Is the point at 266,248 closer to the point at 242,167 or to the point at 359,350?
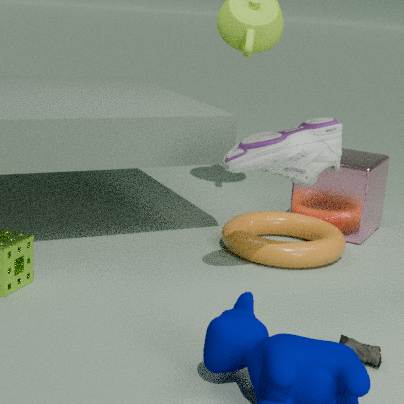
the point at 242,167
